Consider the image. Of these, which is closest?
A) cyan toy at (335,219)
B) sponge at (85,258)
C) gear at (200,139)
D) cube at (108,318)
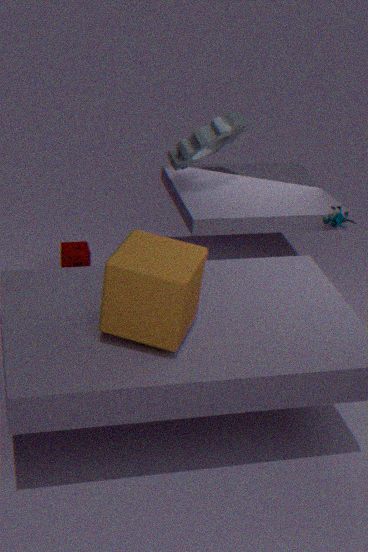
cube at (108,318)
